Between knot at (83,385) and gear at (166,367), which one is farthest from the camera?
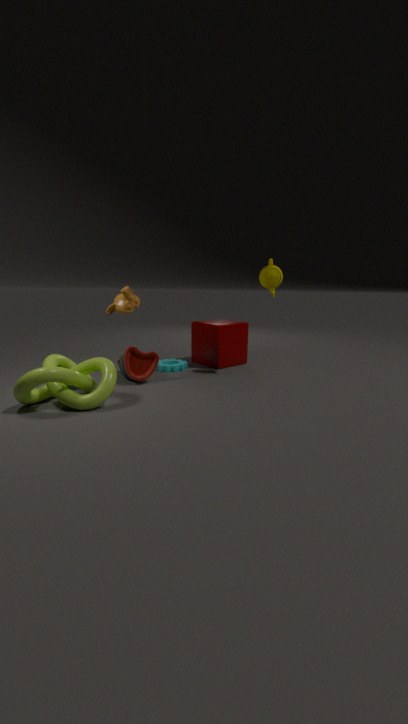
gear at (166,367)
